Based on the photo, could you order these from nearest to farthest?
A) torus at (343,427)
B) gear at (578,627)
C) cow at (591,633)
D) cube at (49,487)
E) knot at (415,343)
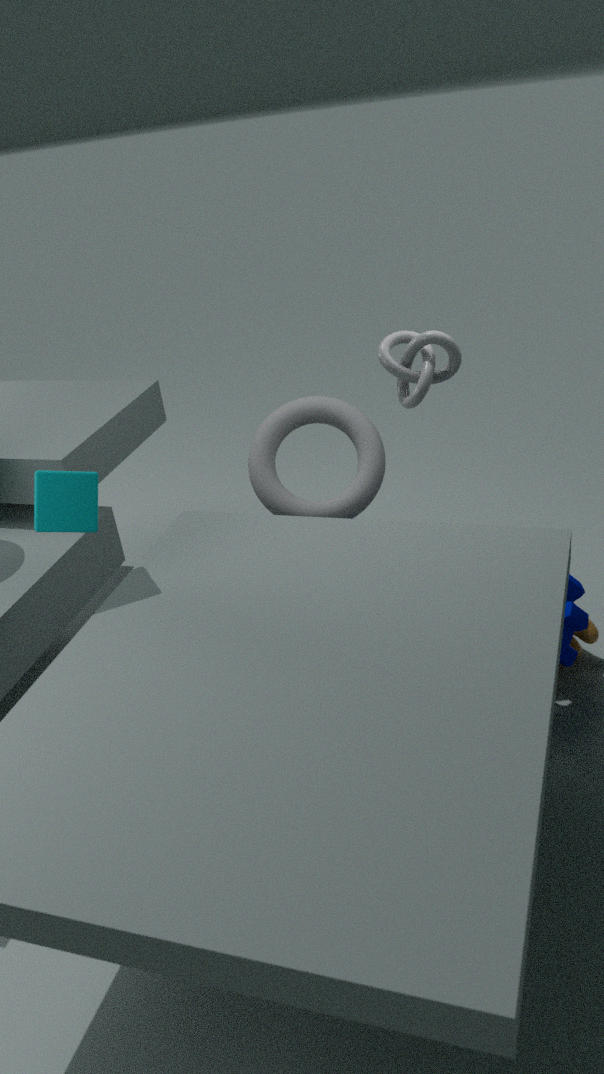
cube at (49,487) → knot at (415,343) → gear at (578,627) → cow at (591,633) → torus at (343,427)
